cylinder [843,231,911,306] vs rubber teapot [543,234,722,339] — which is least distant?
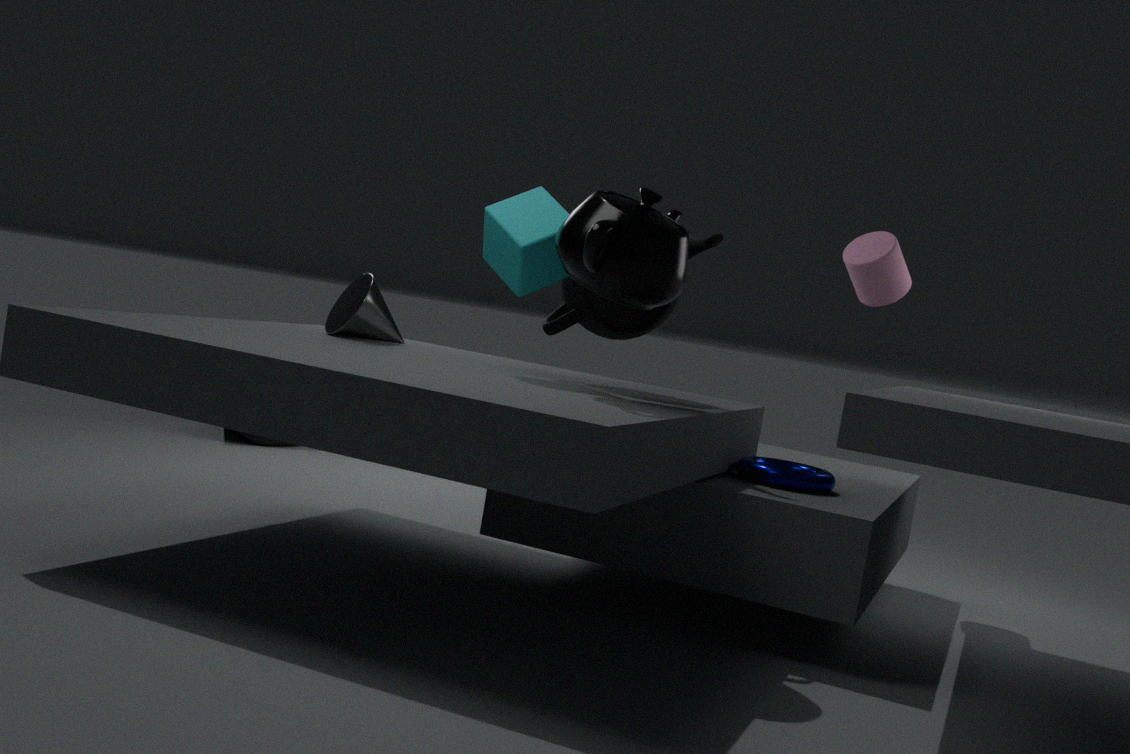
rubber teapot [543,234,722,339]
